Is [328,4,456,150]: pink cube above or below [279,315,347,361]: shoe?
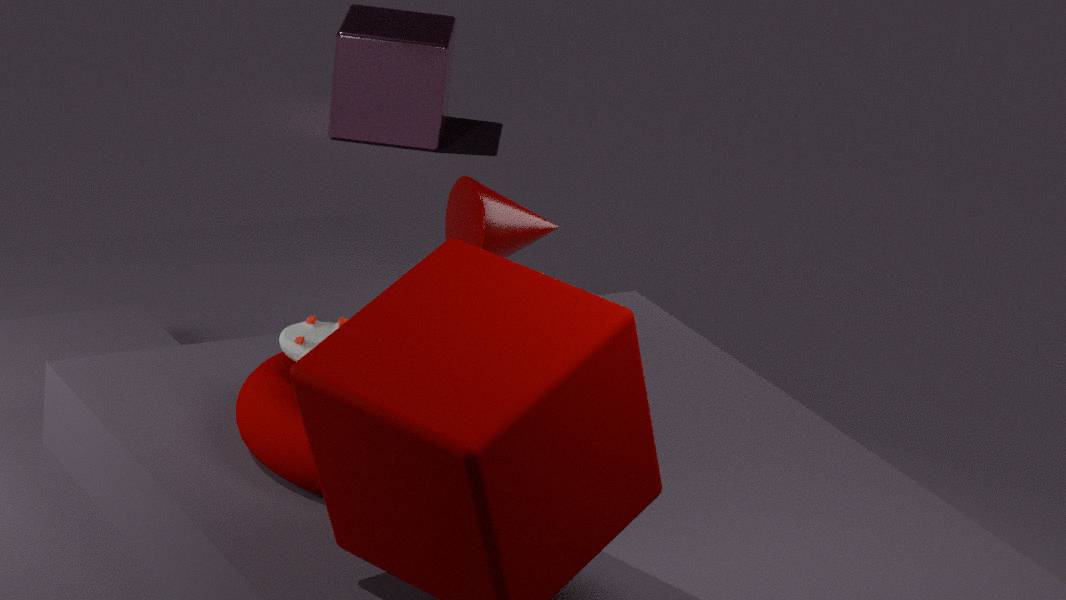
below
